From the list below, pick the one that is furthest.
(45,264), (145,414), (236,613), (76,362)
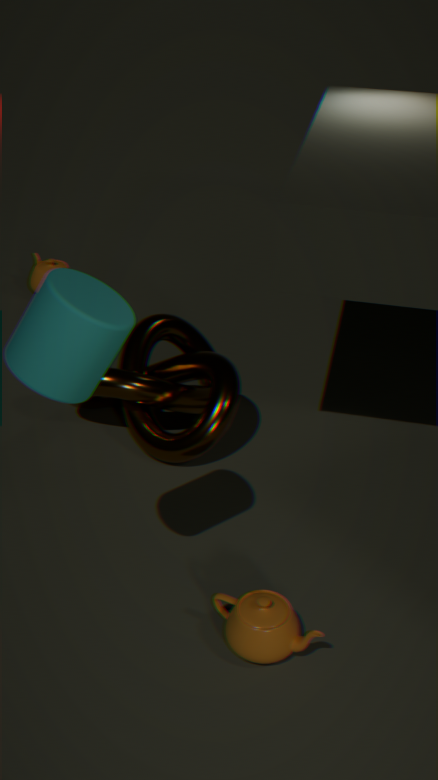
(45,264)
